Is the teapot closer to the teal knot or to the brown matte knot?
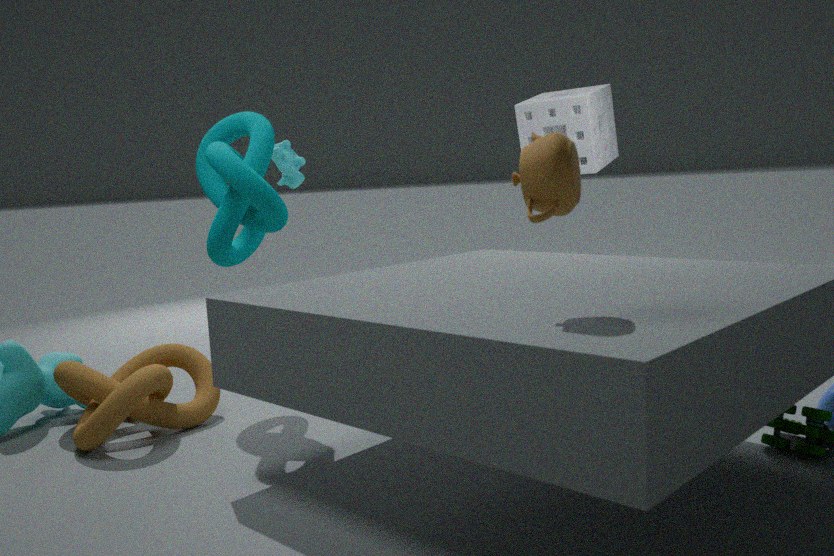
the teal knot
